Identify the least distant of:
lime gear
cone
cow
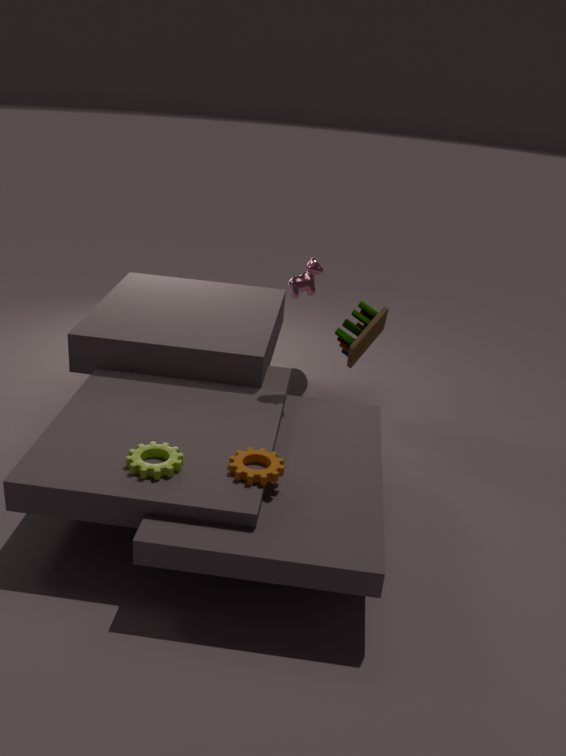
lime gear
